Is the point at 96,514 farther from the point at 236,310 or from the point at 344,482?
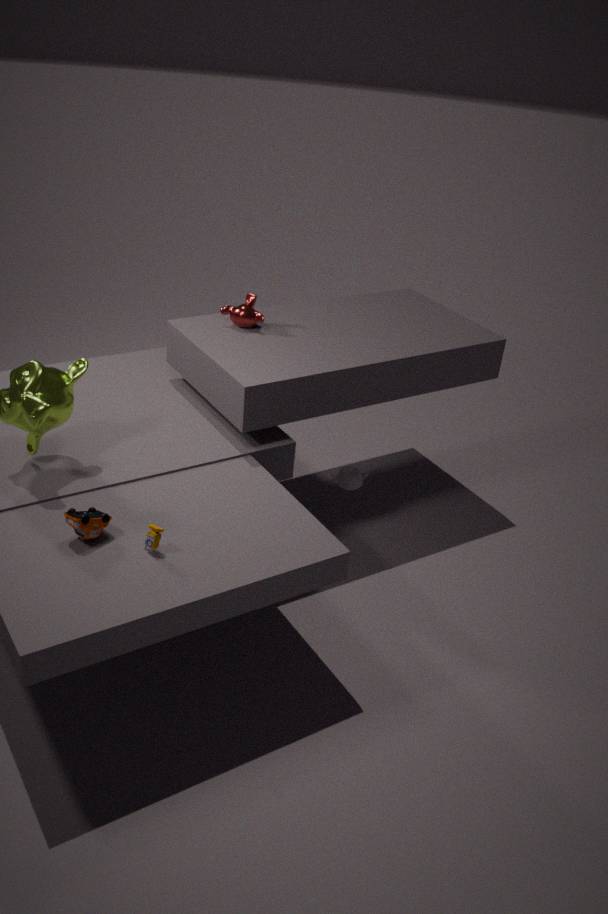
the point at 344,482
